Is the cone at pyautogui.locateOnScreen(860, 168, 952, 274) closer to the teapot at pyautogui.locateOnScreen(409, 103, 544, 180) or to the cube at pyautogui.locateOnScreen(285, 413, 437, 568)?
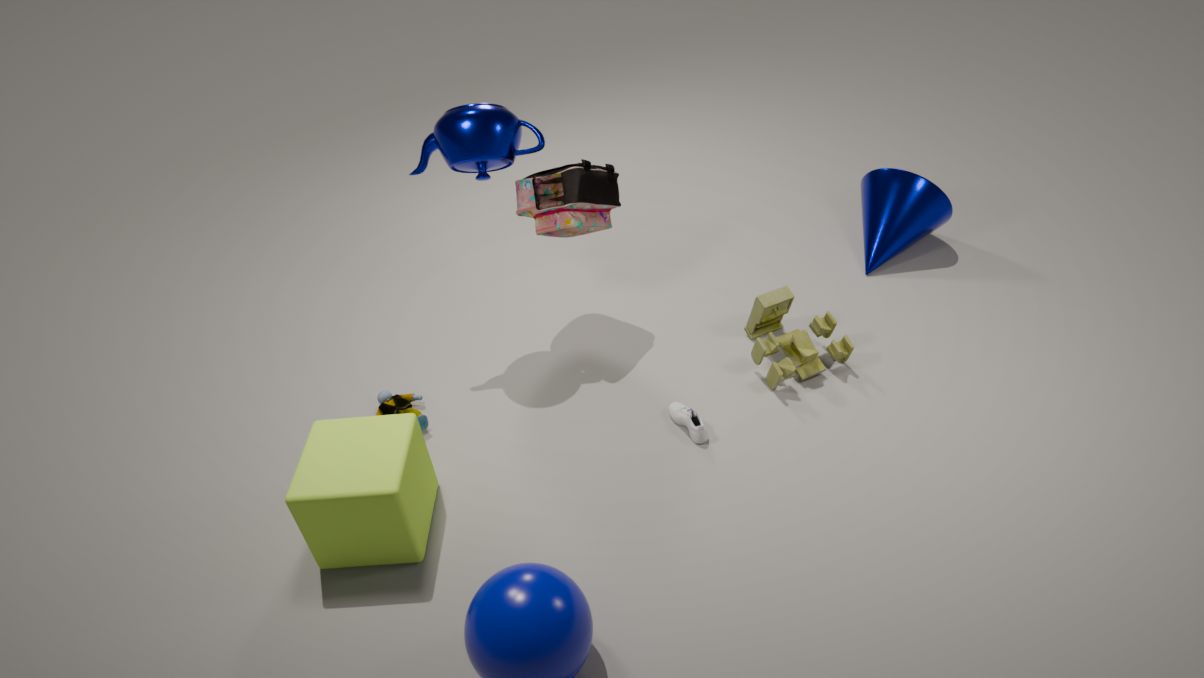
the teapot at pyautogui.locateOnScreen(409, 103, 544, 180)
